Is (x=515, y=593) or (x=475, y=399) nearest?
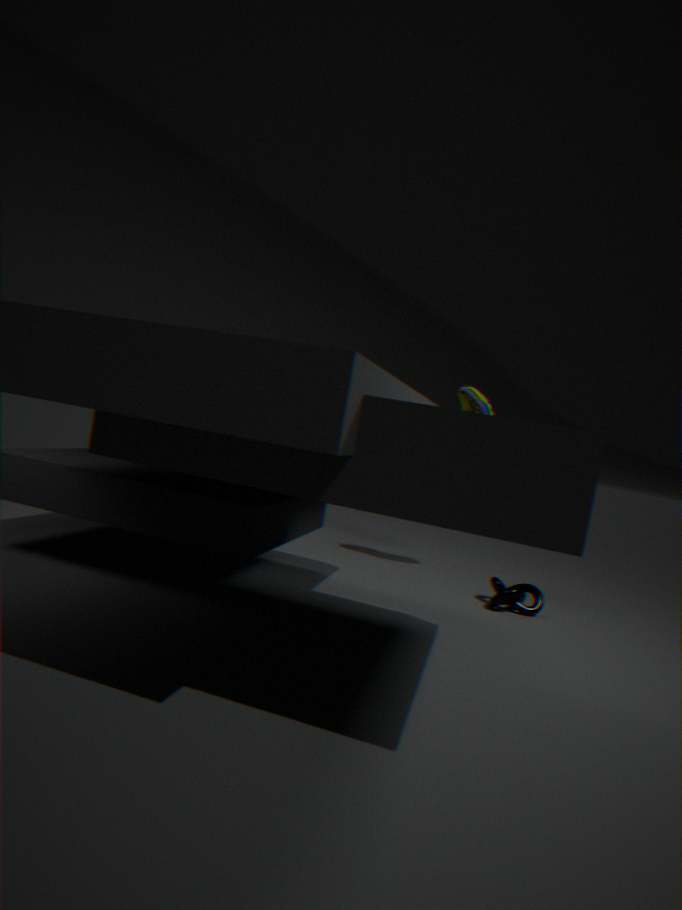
(x=515, y=593)
